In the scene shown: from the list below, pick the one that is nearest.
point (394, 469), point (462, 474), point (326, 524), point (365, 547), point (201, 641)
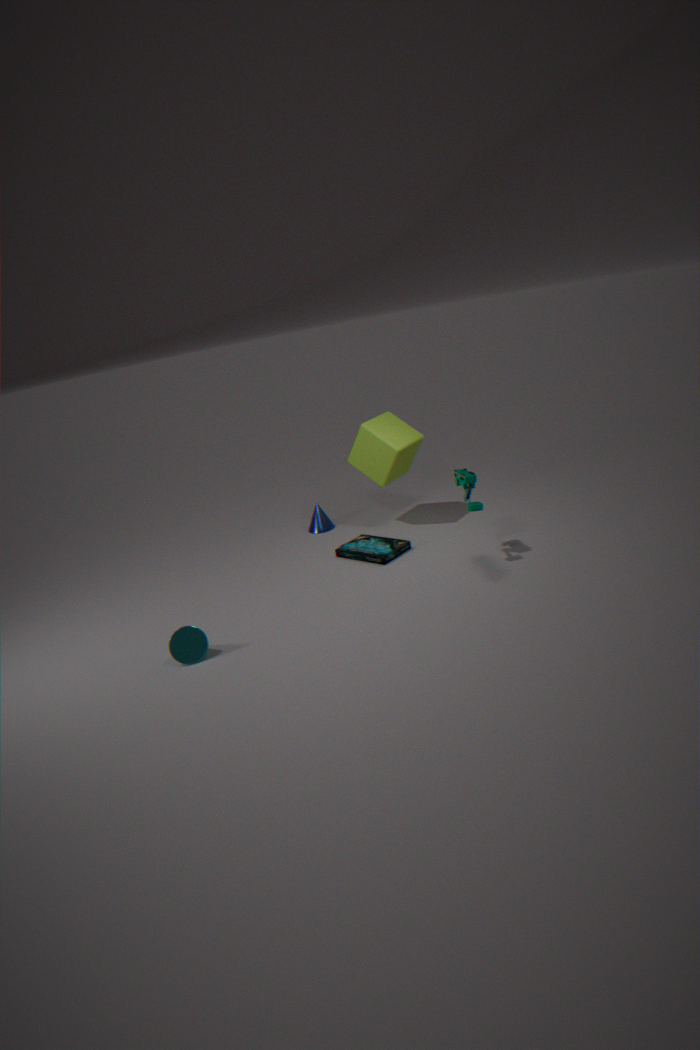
point (201, 641)
